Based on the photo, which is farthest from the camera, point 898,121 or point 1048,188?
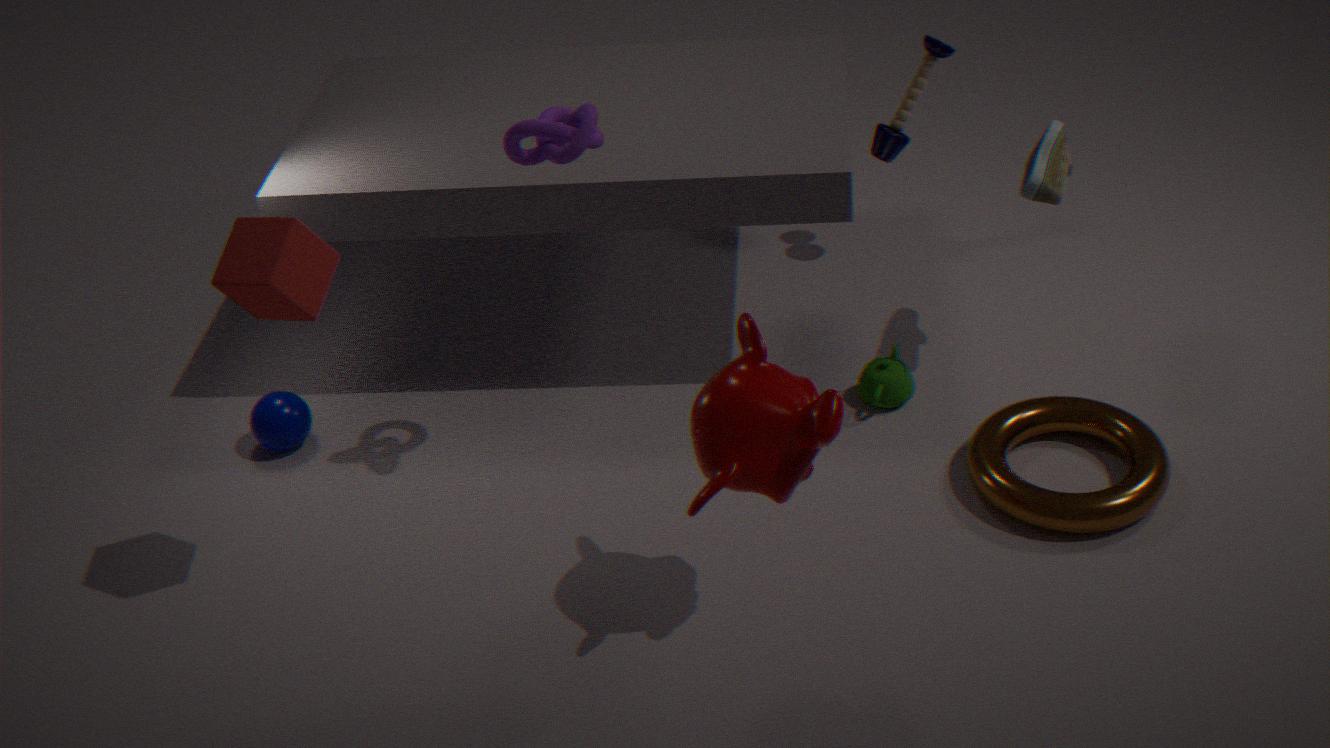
point 898,121
